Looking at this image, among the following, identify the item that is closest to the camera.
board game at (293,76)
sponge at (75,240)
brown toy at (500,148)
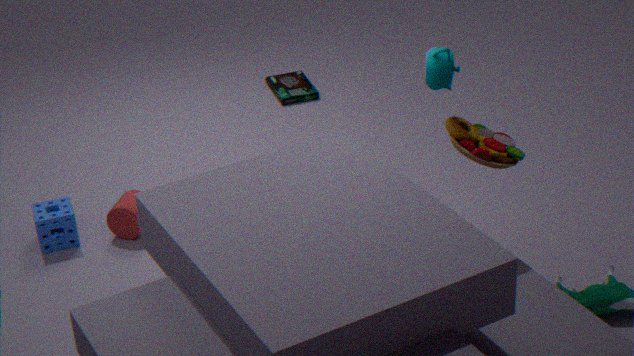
brown toy at (500,148)
